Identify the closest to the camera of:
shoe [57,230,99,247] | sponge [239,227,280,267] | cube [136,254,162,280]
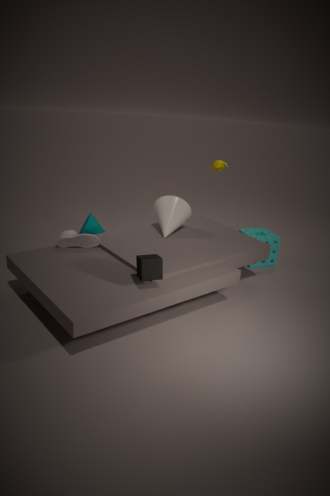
cube [136,254,162,280]
